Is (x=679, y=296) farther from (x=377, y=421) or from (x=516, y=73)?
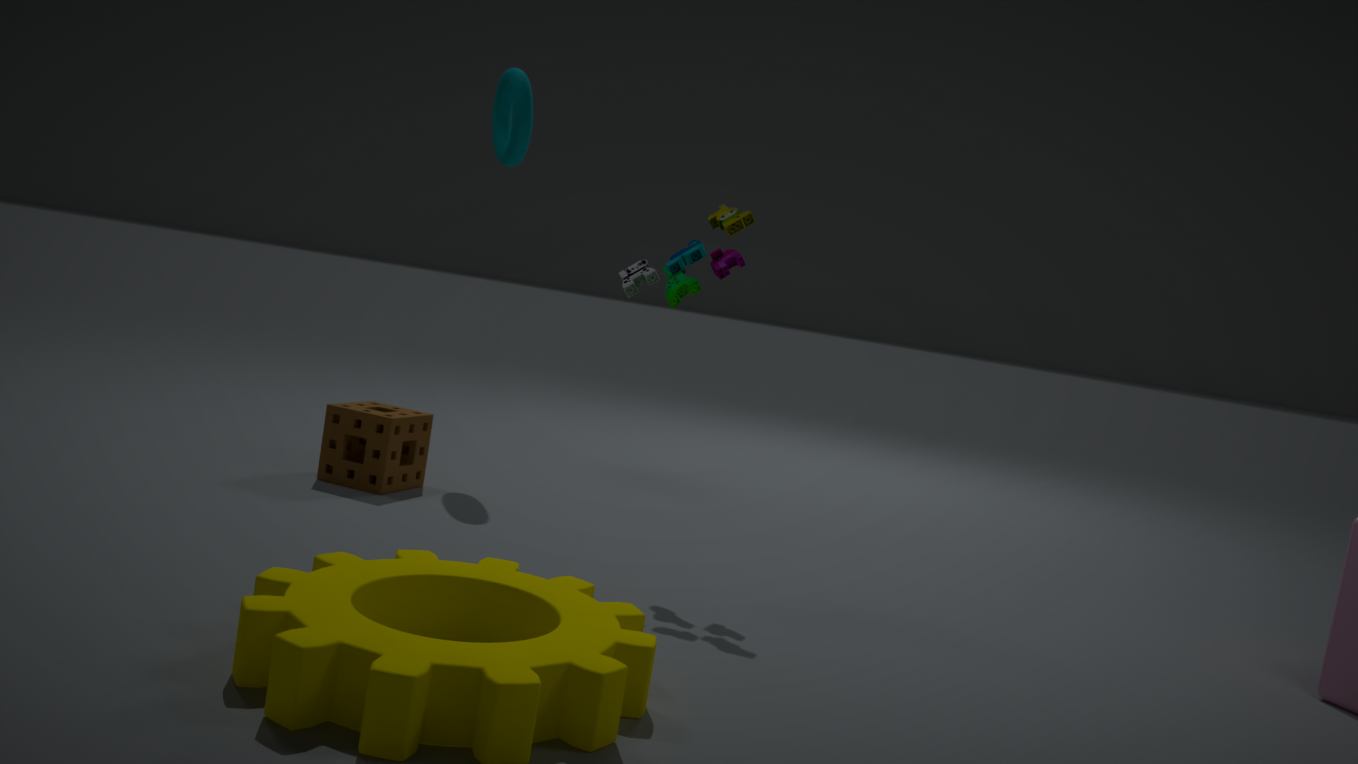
(x=516, y=73)
